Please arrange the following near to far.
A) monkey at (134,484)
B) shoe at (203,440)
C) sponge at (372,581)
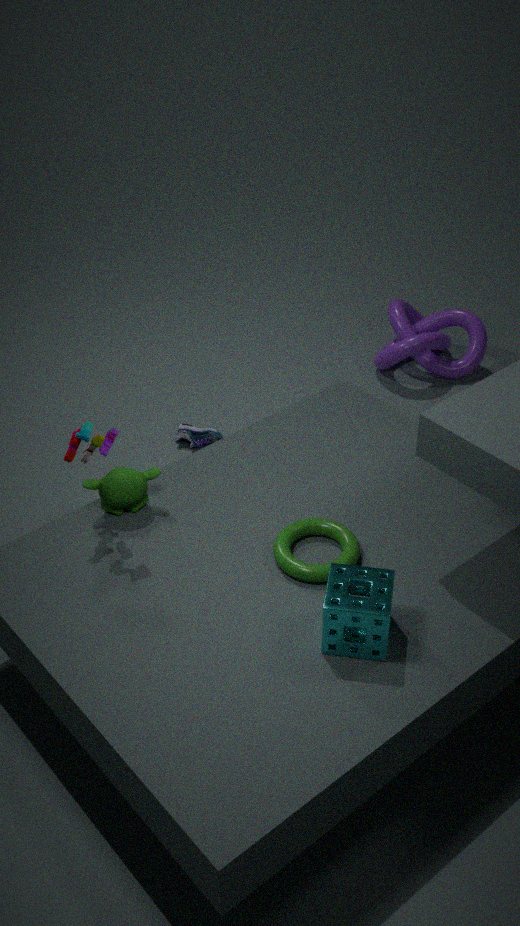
sponge at (372,581) < monkey at (134,484) < shoe at (203,440)
